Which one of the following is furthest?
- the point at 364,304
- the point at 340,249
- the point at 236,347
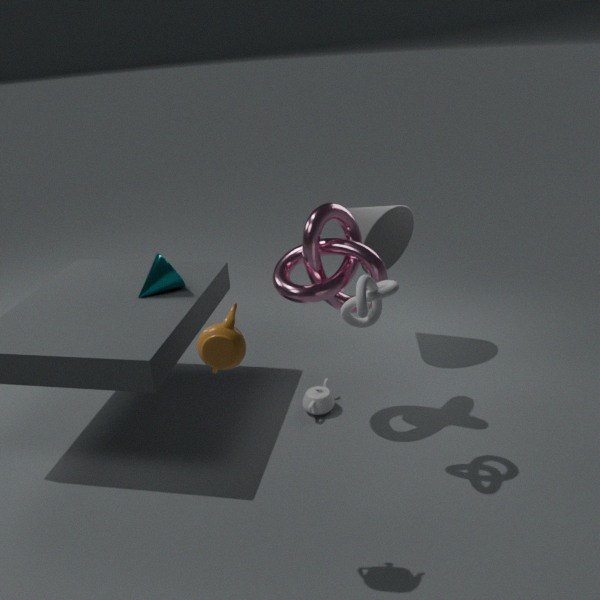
the point at 340,249
